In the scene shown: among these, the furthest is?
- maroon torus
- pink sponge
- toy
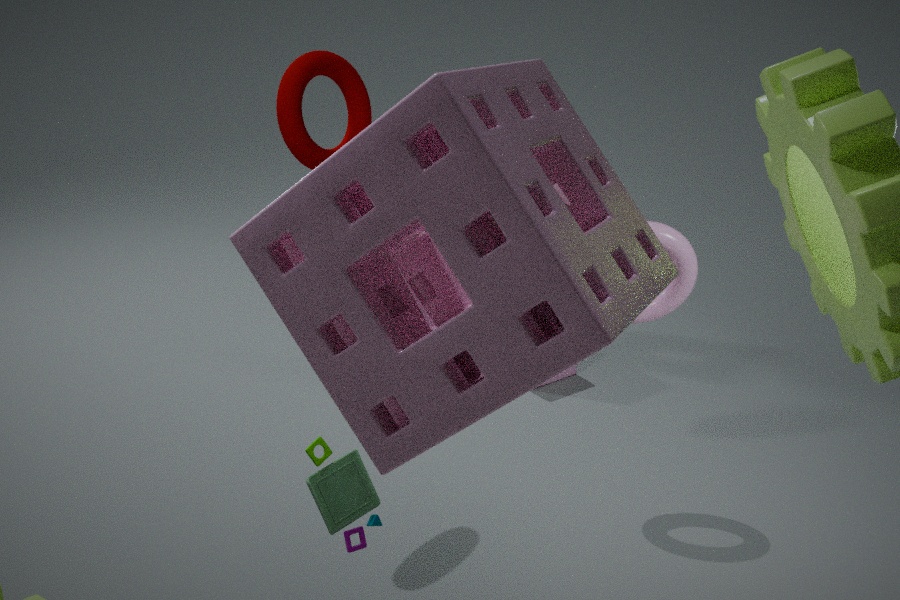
maroon torus
